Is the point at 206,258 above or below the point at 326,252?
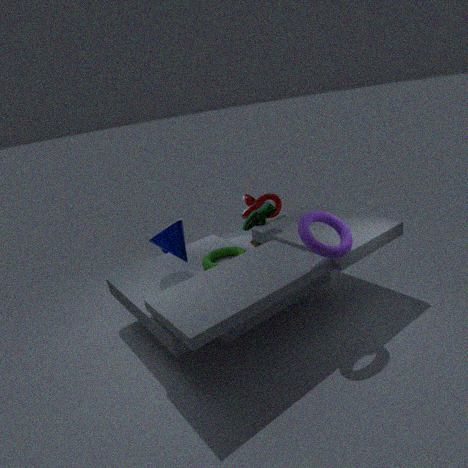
below
